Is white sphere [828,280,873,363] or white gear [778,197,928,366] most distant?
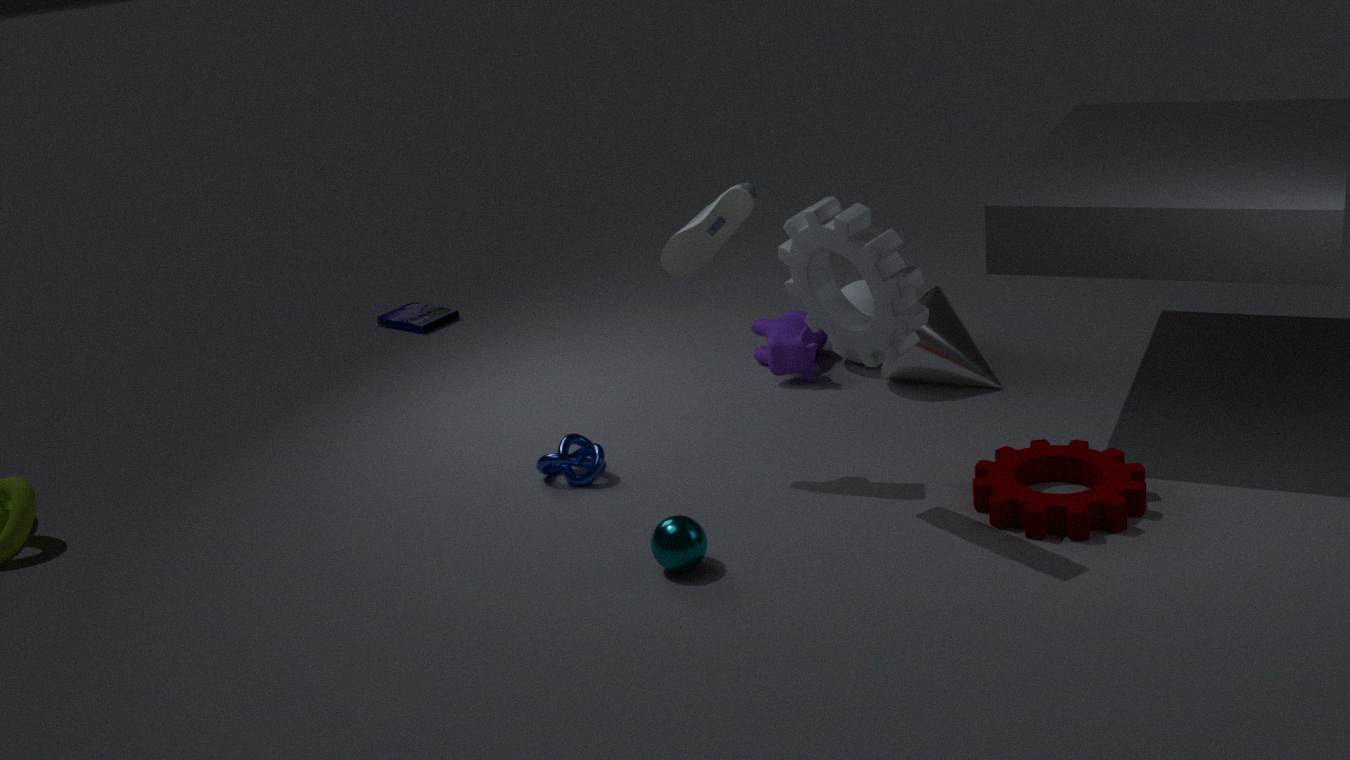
white sphere [828,280,873,363]
